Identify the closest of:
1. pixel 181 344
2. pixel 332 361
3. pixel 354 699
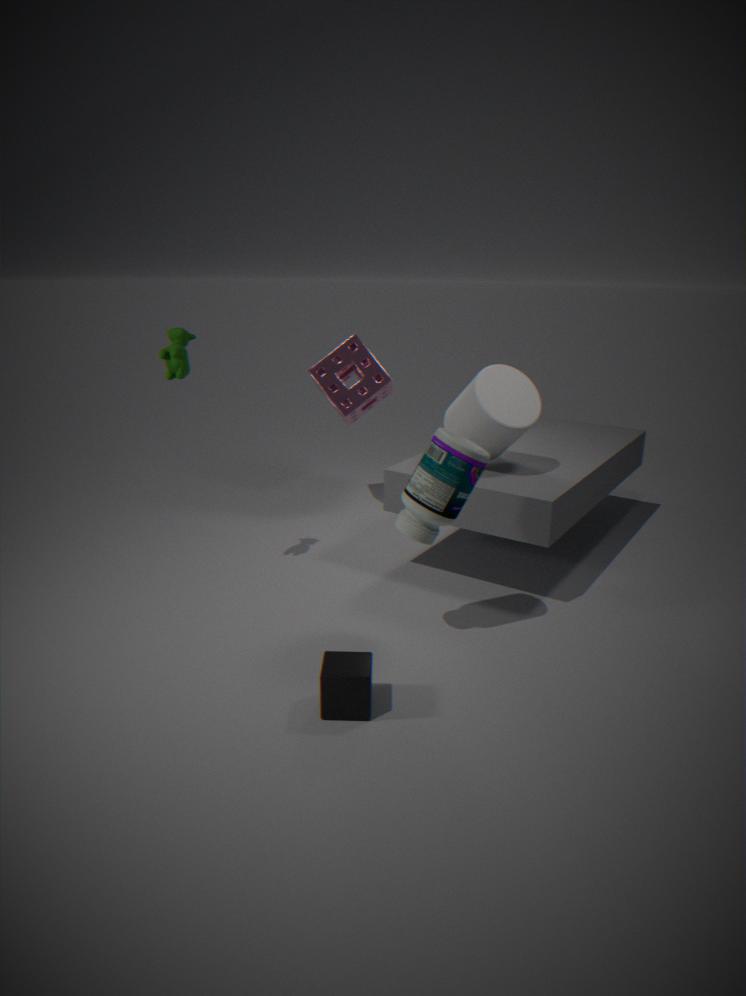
pixel 354 699
